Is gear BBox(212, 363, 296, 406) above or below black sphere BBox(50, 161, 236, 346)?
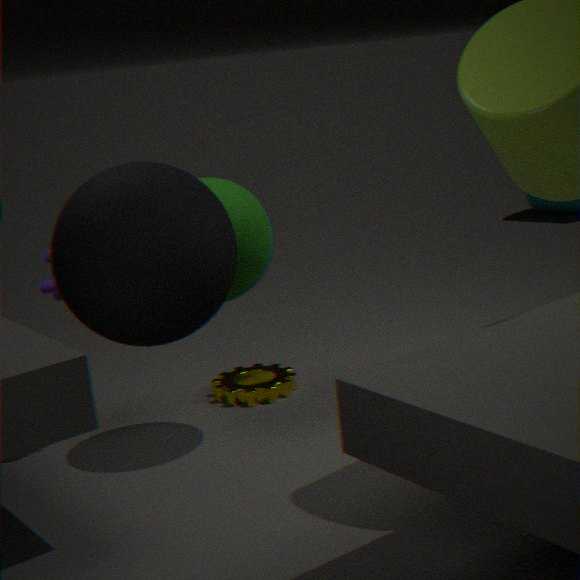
below
